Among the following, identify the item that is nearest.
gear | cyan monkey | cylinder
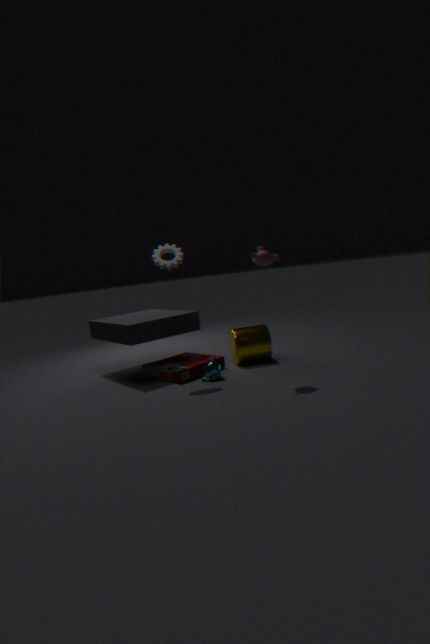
gear
